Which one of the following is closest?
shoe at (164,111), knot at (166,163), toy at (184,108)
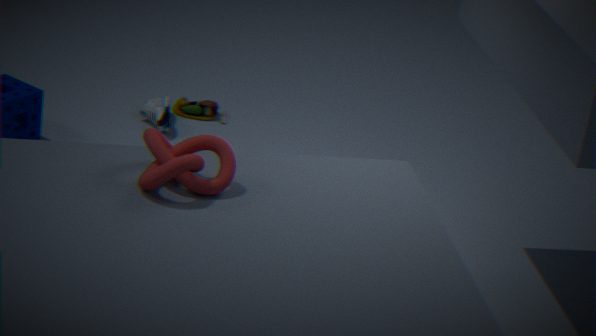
Answer: knot at (166,163)
